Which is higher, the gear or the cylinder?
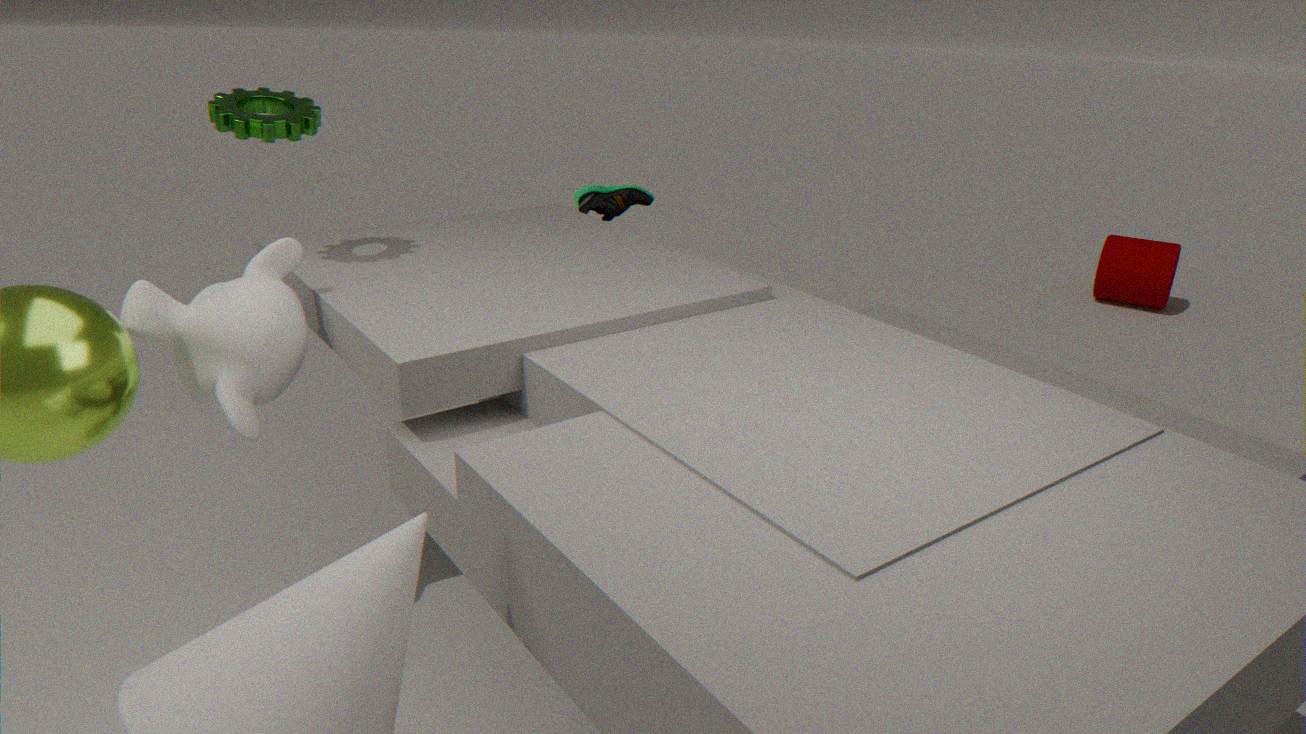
the gear
